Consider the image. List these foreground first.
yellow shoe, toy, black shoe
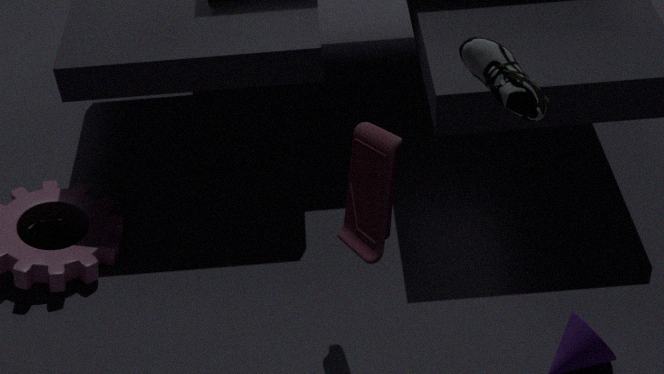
black shoe, toy, yellow shoe
